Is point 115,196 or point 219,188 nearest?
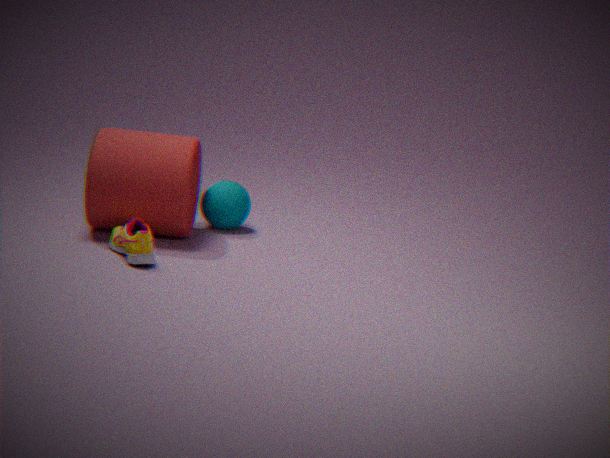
point 115,196
